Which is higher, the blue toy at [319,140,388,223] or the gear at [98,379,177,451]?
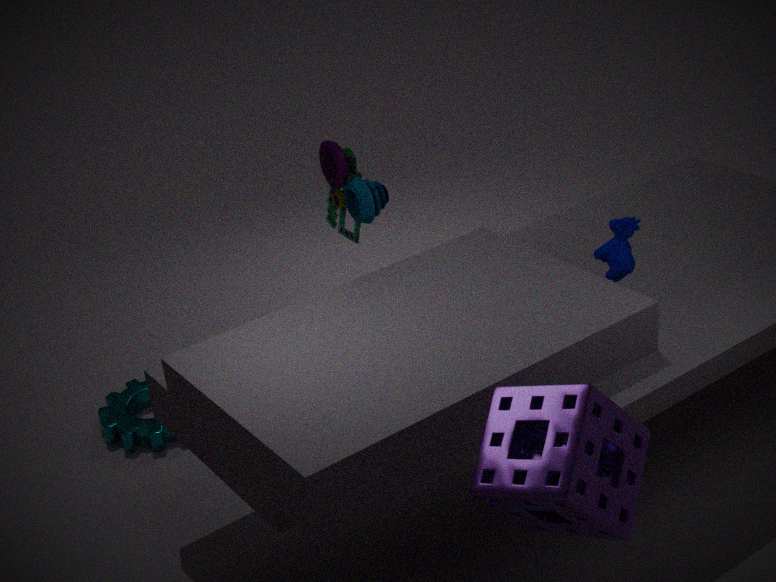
the blue toy at [319,140,388,223]
